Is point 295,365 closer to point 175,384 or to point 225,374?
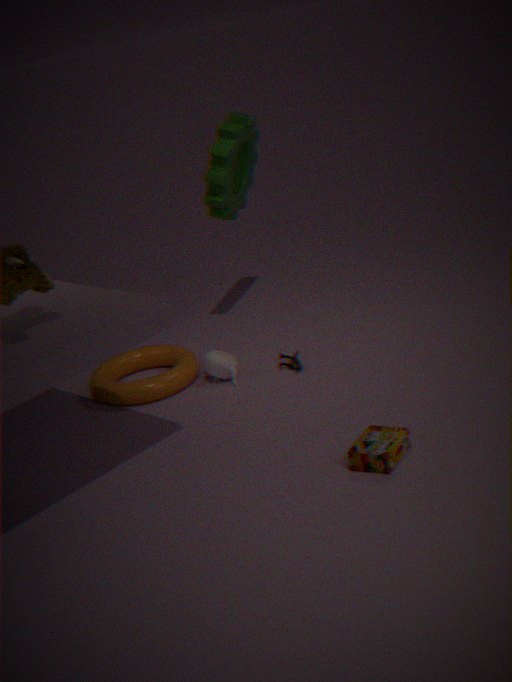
point 225,374
